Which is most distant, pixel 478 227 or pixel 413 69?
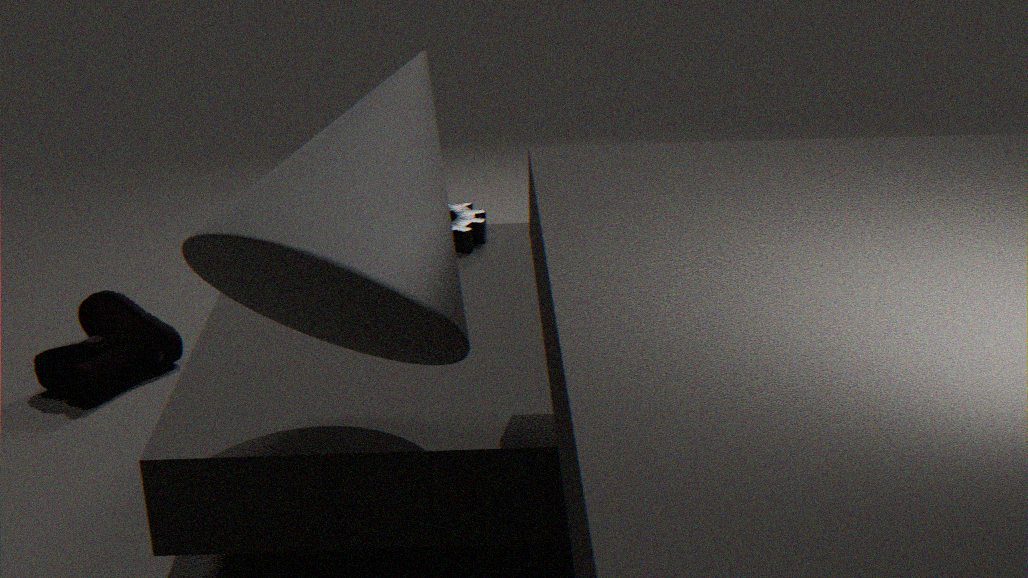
pixel 478 227
